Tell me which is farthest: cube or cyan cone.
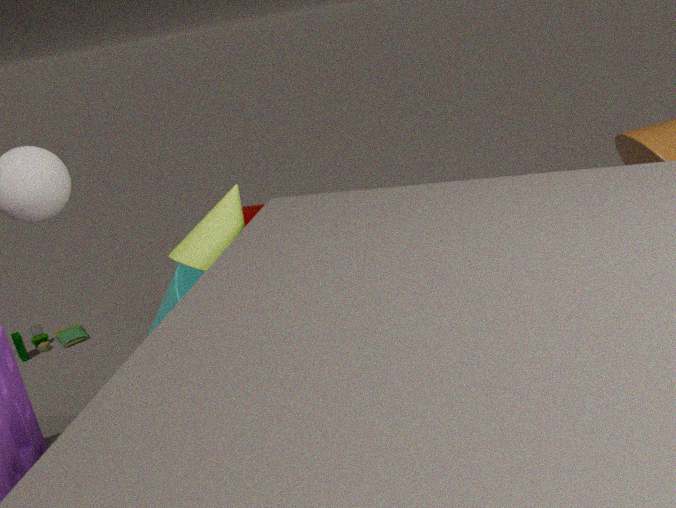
cube
